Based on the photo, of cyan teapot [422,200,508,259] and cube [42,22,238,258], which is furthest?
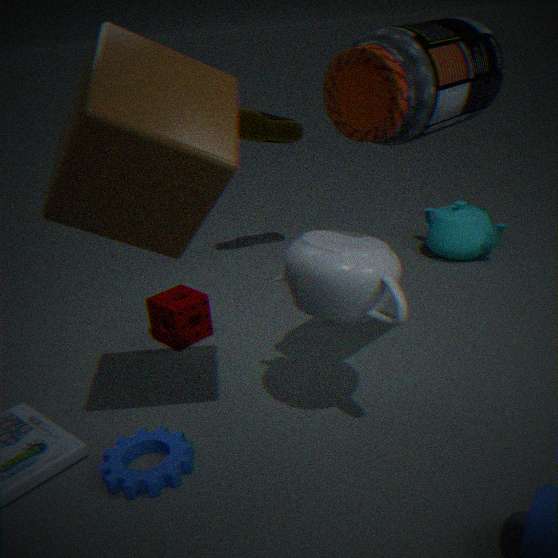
cyan teapot [422,200,508,259]
